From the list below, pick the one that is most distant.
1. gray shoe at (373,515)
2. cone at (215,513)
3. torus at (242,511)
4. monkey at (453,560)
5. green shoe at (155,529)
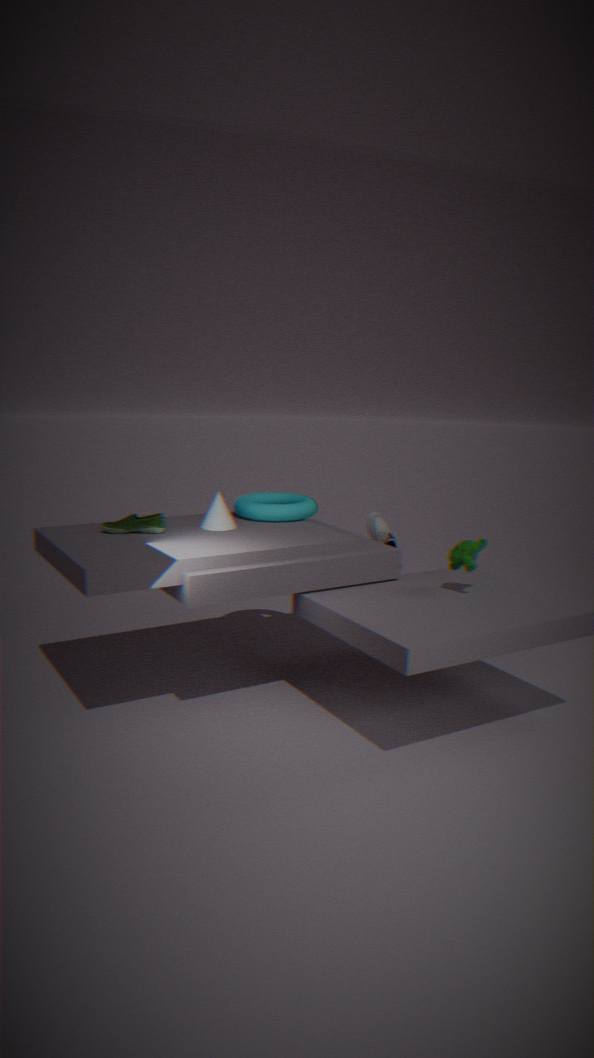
gray shoe at (373,515)
